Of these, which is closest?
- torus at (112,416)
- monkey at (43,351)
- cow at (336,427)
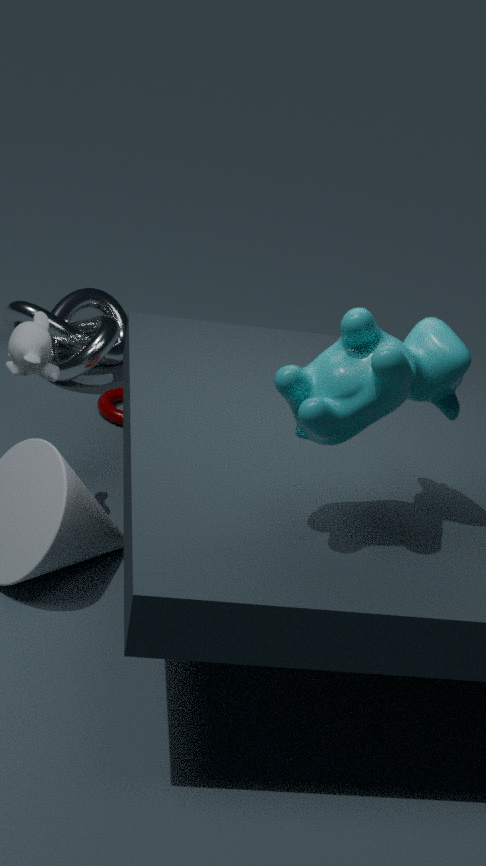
cow at (336,427)
